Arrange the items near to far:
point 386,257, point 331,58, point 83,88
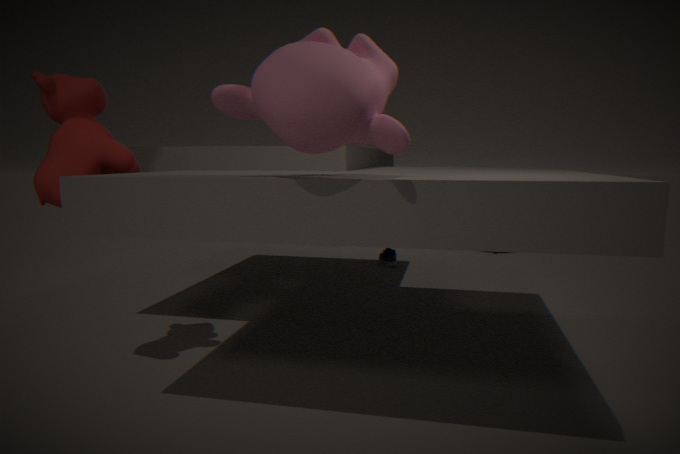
point 331,58 < point 83,88 < point 386,257
